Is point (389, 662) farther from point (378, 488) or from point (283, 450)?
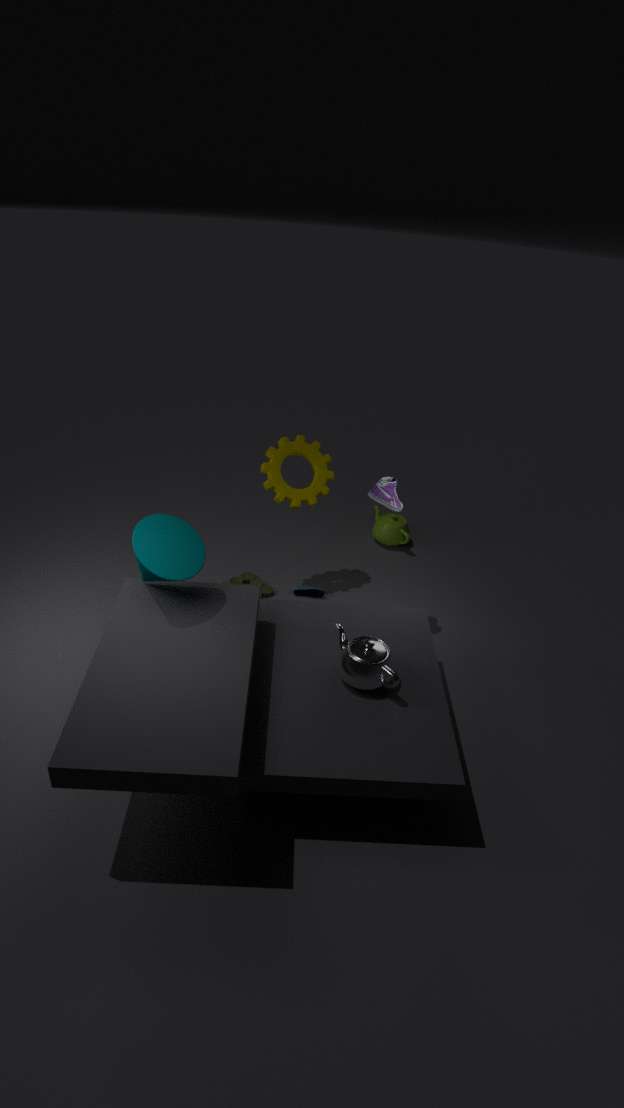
point (283, 450)
